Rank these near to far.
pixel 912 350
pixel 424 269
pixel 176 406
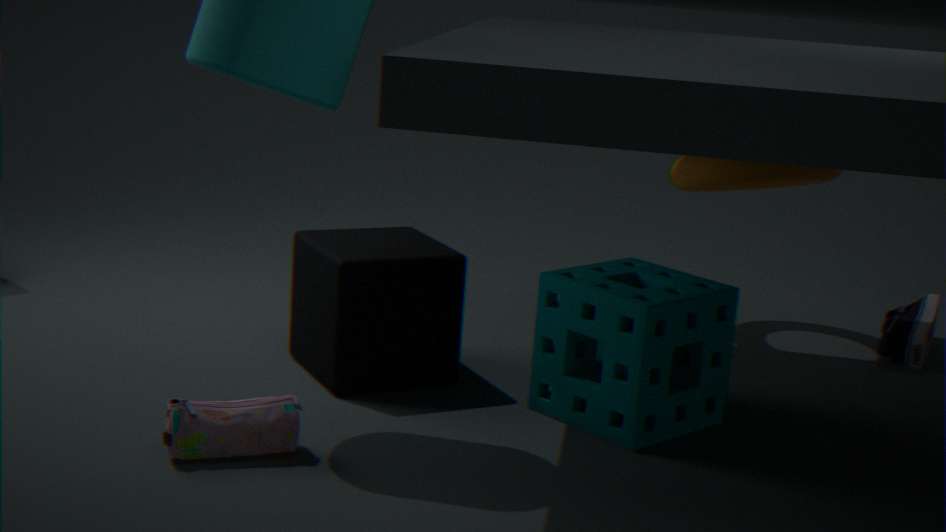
pixel 176 406 < pixel 424 269 < pixel 912 350
